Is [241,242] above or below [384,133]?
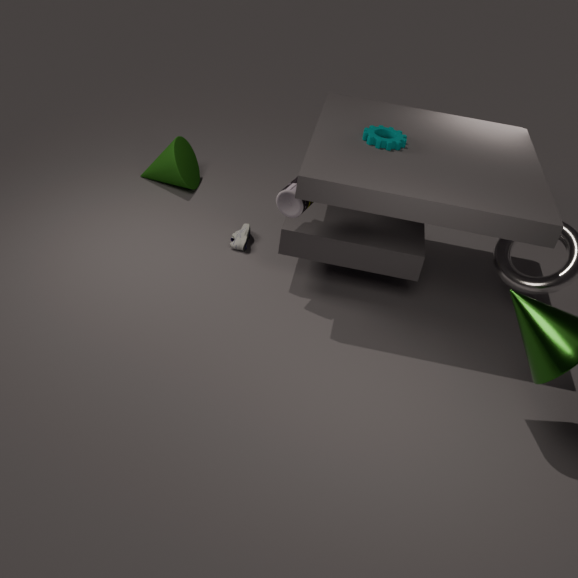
below
